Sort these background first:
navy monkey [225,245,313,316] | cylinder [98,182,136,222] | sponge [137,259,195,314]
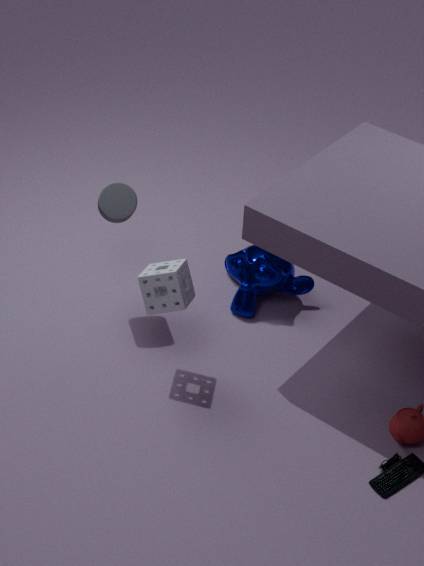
1. navy monkey [225,245,313,316]
2. cylinder [98,182,136,222]
3. sponge [137,259,195,314]
